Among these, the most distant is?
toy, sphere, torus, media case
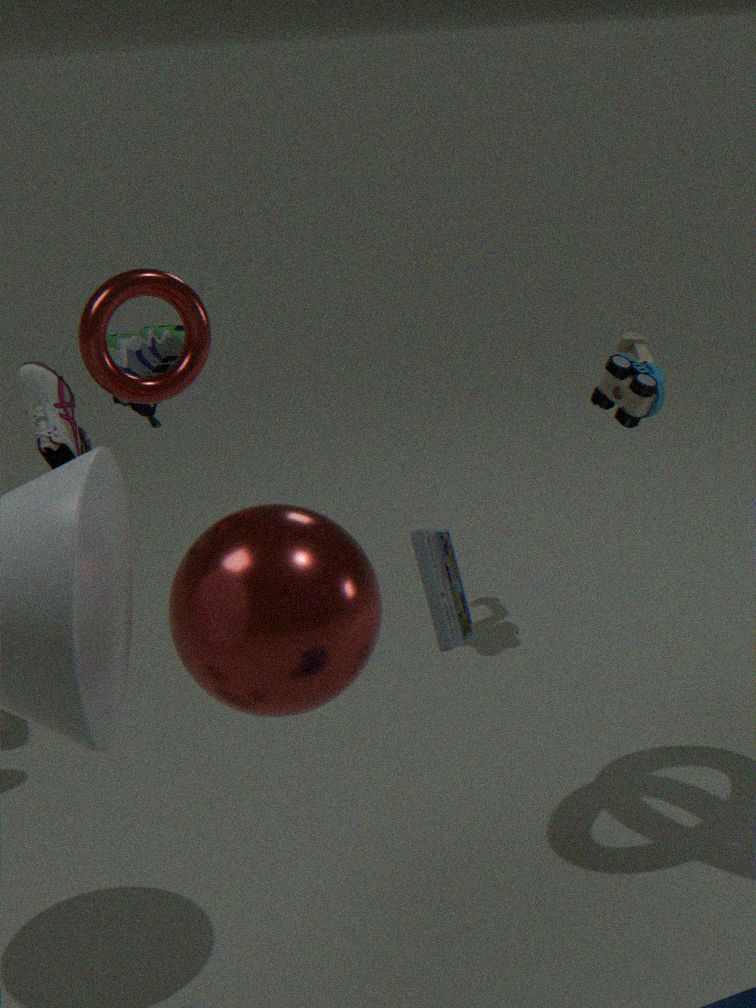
toy
